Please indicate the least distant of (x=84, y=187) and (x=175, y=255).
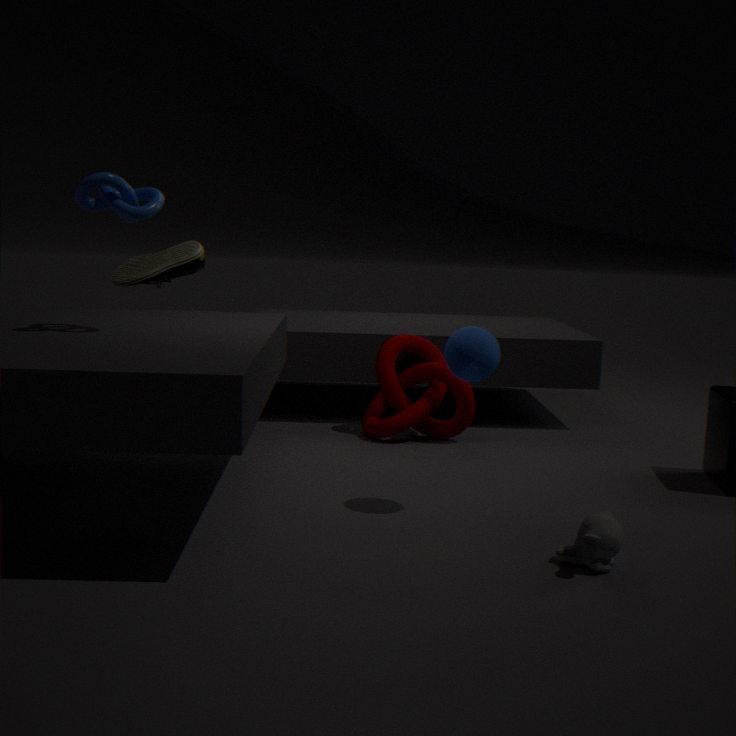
(x=84, y=187)
